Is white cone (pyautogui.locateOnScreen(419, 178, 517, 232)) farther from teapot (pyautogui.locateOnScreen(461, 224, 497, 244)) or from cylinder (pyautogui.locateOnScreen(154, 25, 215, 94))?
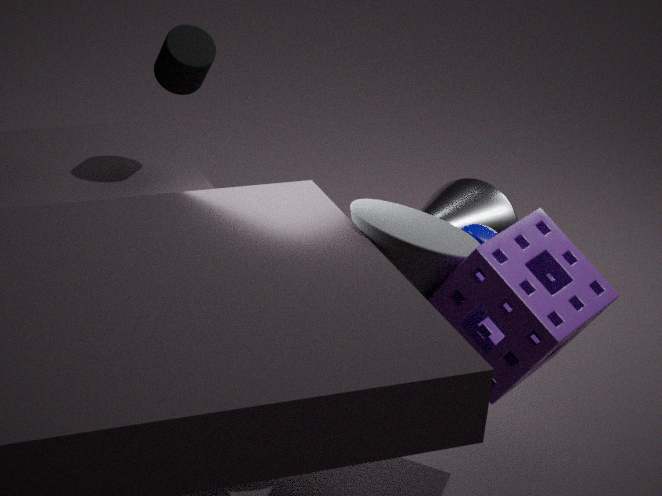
cylinder (pyautogui.locateOnScreen(154, 25, 215, 94))
